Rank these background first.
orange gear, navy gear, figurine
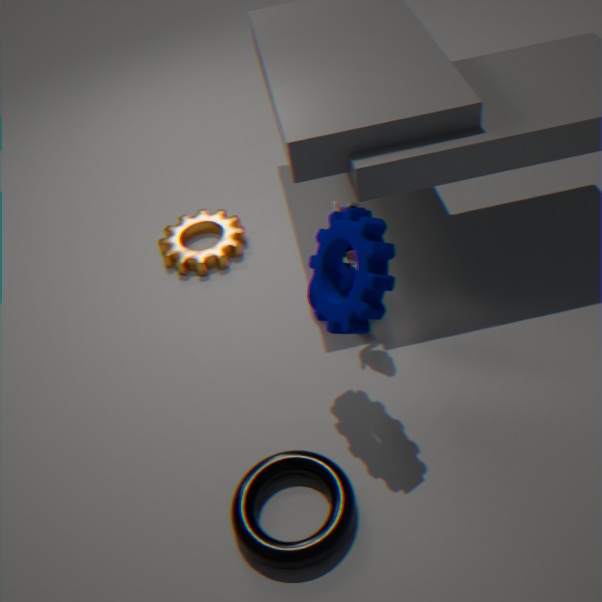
orange gear
figurine
navy gear
